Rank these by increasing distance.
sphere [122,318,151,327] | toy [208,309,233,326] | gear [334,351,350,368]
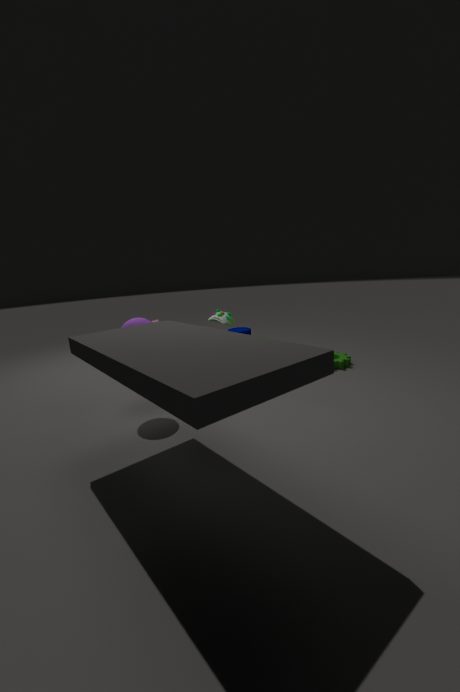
sphere [122,318,151,327] → toy [208,309,233,326] → gear [334,351,350,368]
